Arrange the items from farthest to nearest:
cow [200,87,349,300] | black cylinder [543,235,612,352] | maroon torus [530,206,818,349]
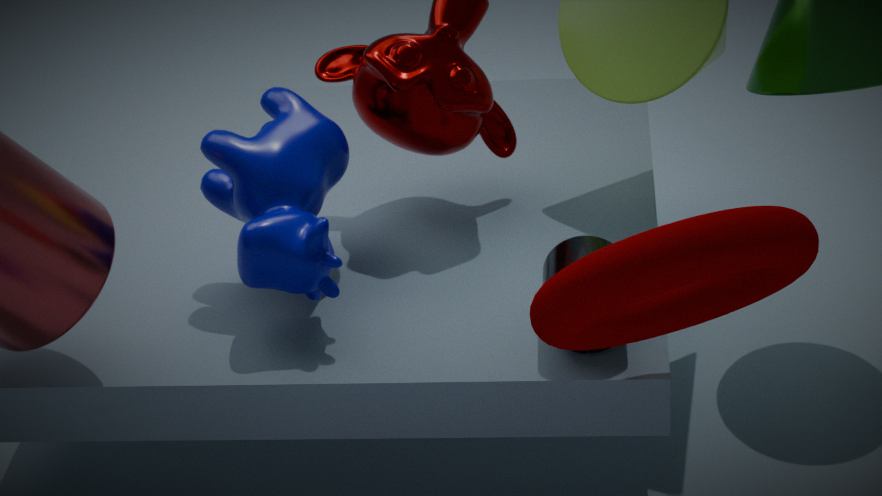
cow [200,87,349,300] < black cylinder [543,235,612,352] < maroon torus [530,206,818,349]
